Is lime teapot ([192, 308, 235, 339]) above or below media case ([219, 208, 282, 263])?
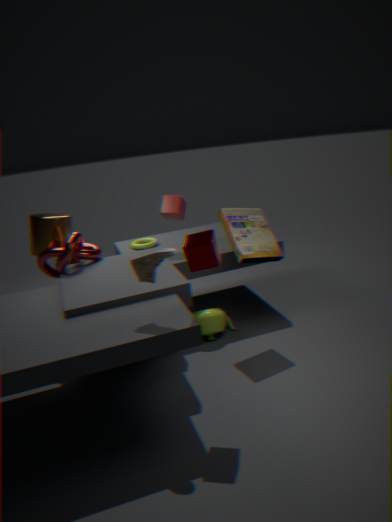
below
